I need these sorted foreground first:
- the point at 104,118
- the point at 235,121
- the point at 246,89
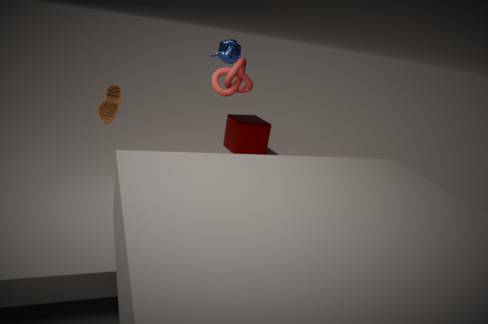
the point at 104,118
the point at 246,89
the point at 235,121
